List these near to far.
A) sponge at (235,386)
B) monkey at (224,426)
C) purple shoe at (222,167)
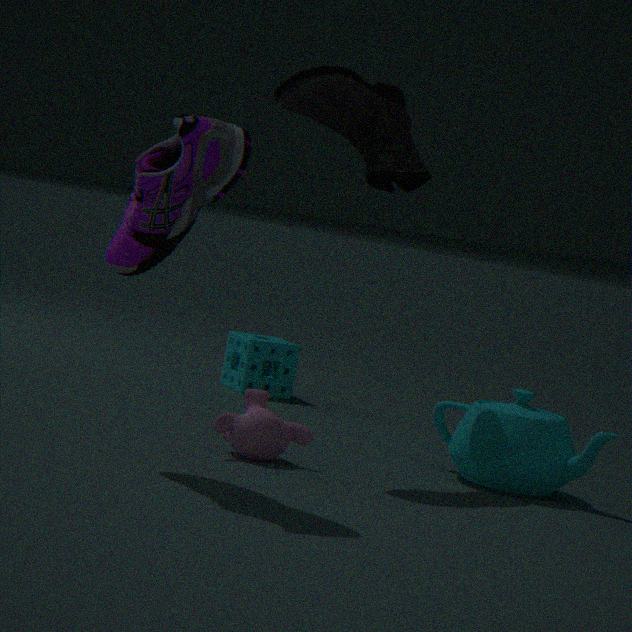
purple shoe at (222,167), monkey at (224,426), sponge at (235,386)
